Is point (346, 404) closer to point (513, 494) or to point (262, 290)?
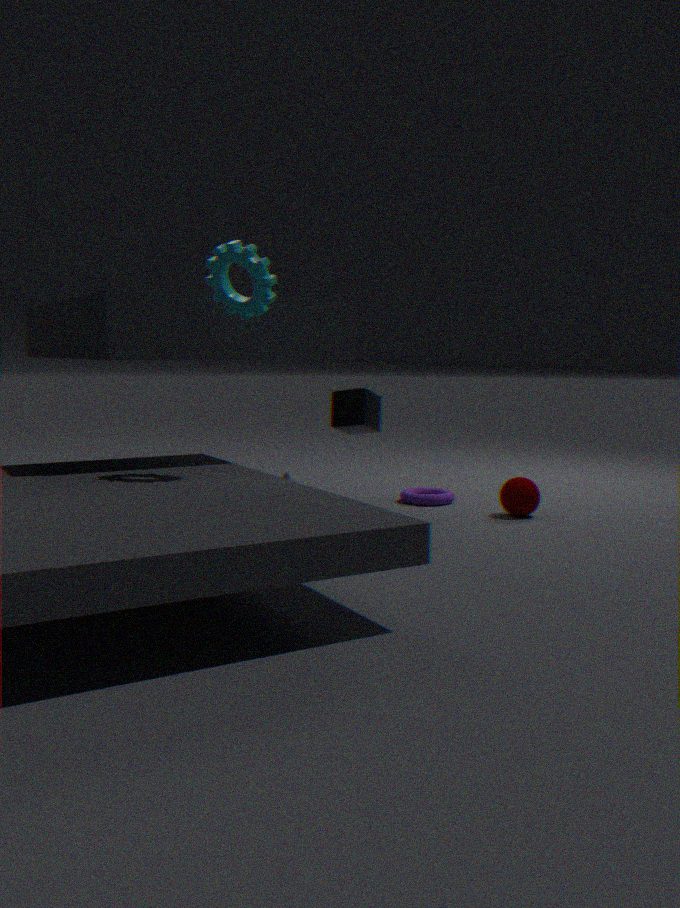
point (513, 494)
